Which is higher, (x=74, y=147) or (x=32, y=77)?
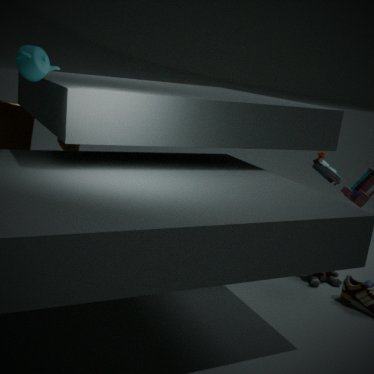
(x=32, y=77)
